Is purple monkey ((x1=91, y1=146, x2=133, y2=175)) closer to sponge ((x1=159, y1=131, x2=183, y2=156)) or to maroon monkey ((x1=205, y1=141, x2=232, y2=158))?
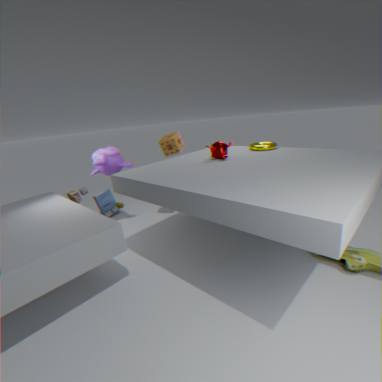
sponge ((x1=159, y1=131, x2=183, y2=156))
